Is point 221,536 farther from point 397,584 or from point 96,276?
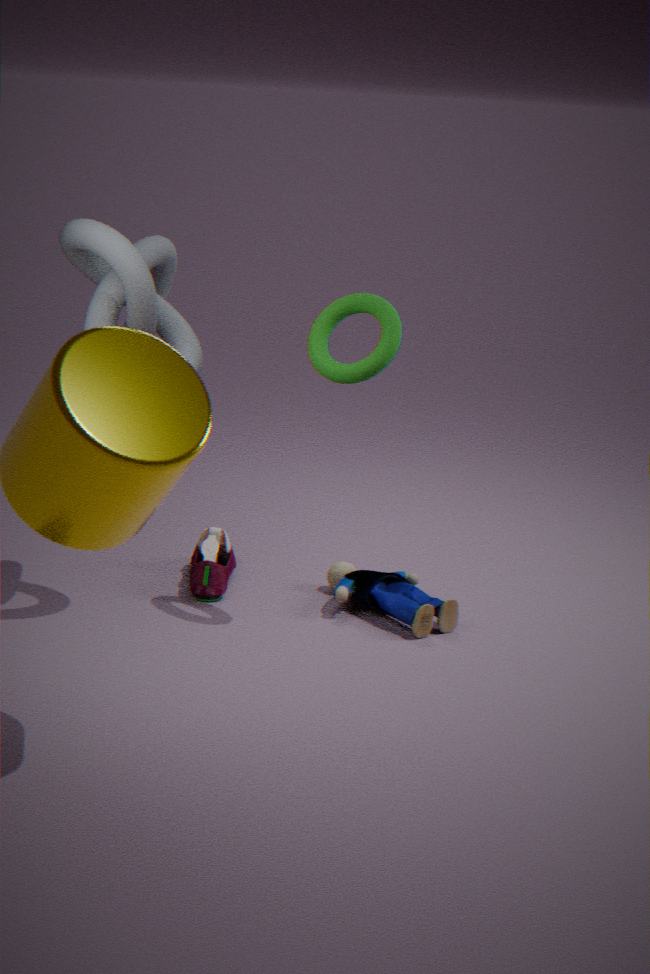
point 96,276
